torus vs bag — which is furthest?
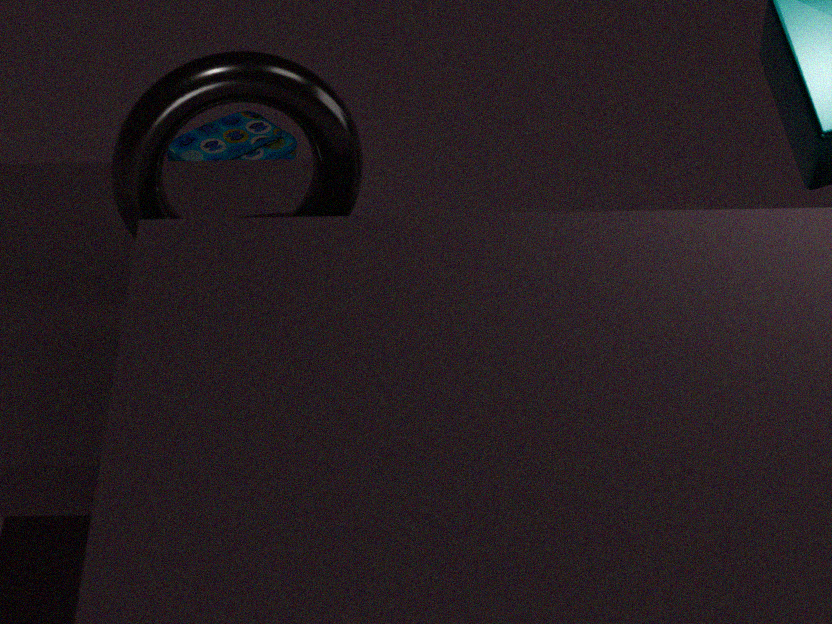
bag
